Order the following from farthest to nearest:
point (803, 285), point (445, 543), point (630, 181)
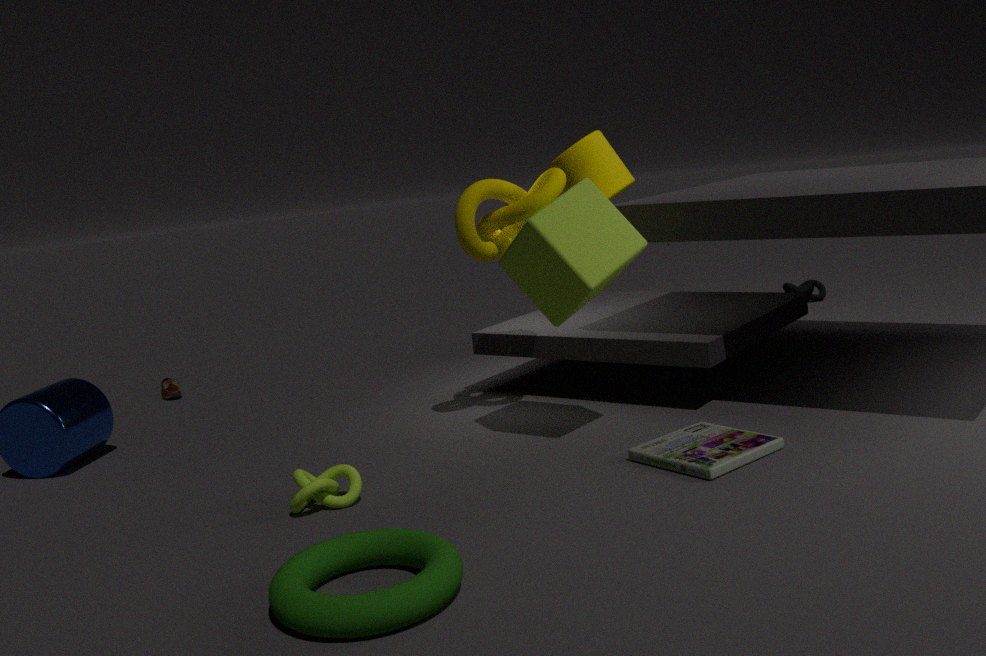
point (803, 285), point (630, 181), point (445, 543)
